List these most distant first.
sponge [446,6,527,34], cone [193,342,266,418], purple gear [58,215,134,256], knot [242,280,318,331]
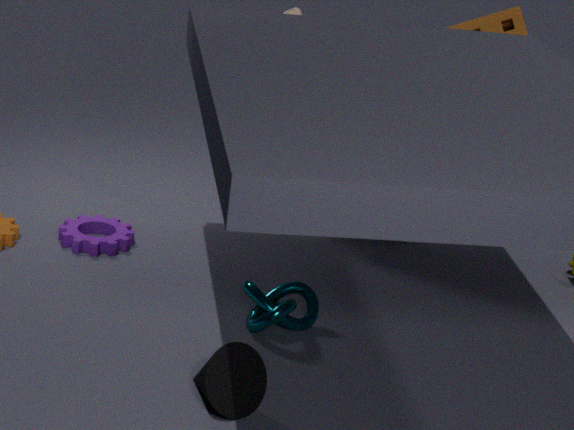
1. sponge [446,6,527,34]
2. purple gear [58,215,134,256]
3. knot [242,280,318,331]
4. cone [193,342,266,418]
